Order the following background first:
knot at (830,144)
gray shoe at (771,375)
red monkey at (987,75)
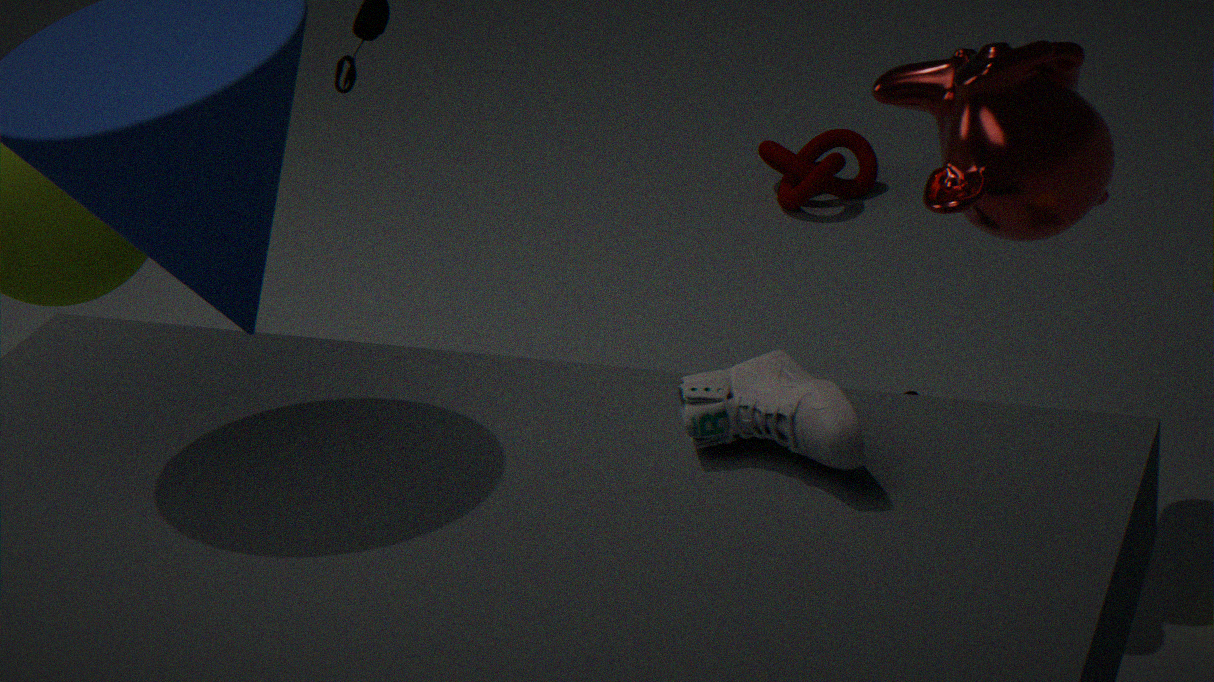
knot at (830,144), red monkey at (987,75), gray shoe at (771,375)
